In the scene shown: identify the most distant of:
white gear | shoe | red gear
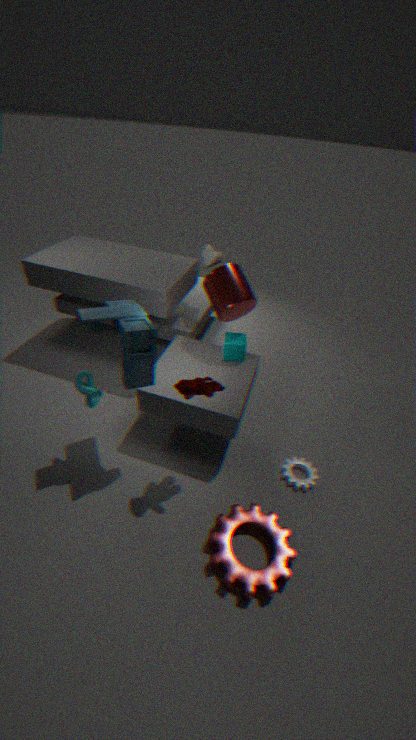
shoe
